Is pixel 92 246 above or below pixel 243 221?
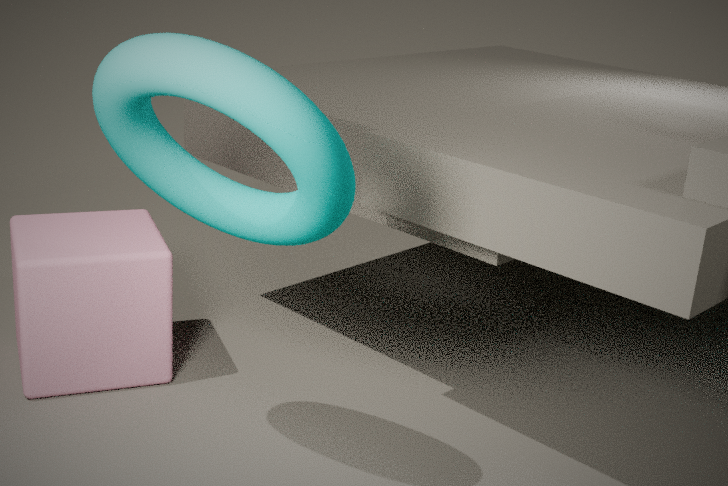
below
